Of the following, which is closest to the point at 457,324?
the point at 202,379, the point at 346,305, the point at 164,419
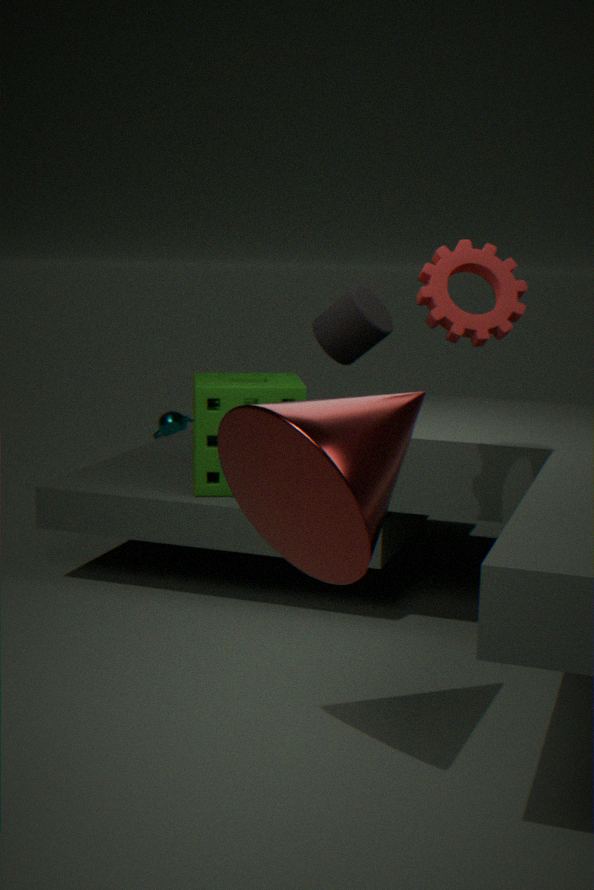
the point at 346,305
